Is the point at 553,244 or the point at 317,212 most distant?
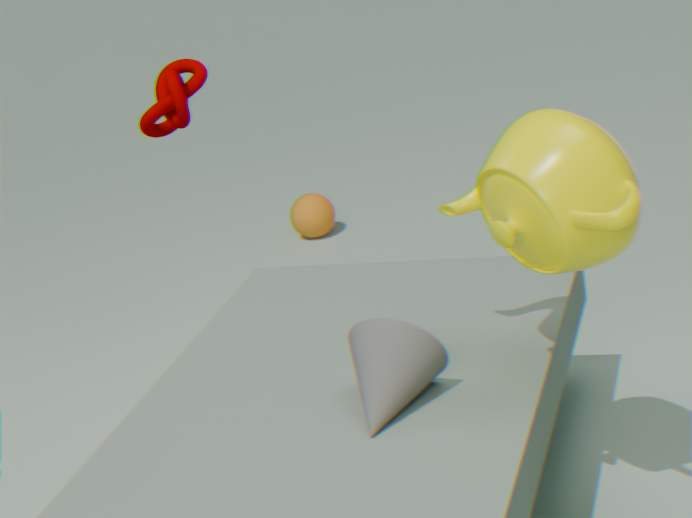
the point at 317,212
